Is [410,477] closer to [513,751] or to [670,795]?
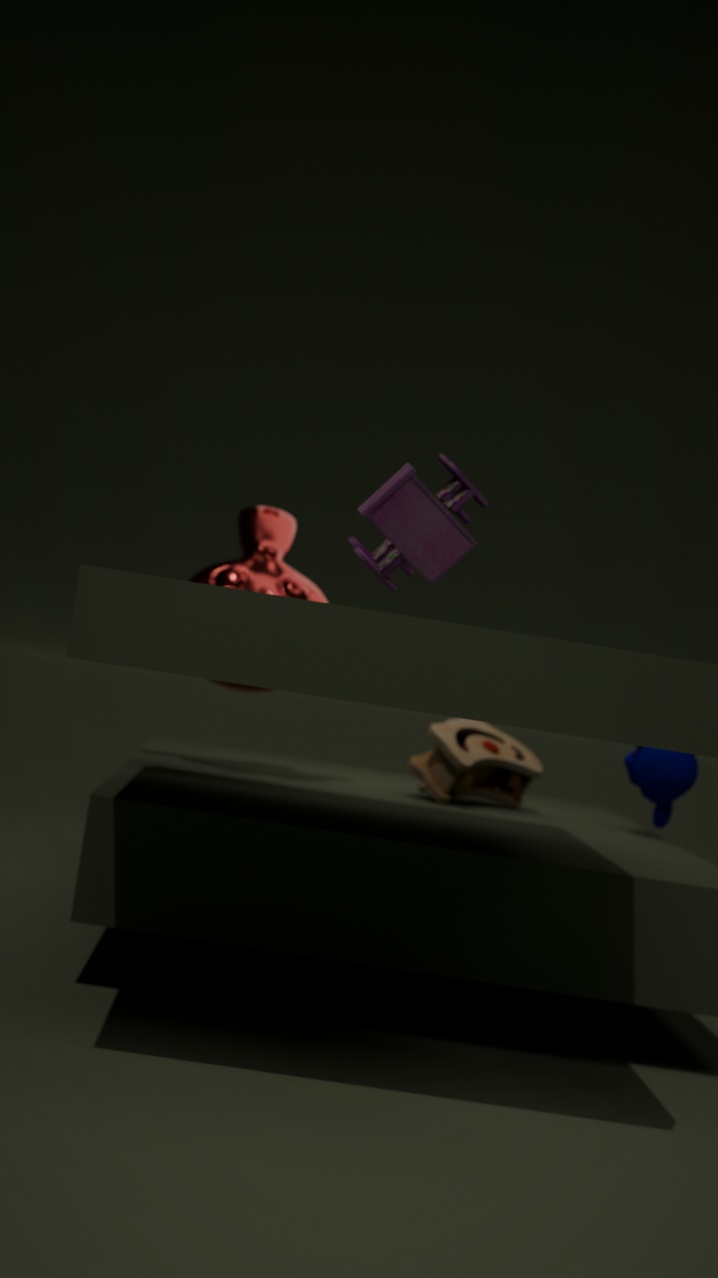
[670,795]
